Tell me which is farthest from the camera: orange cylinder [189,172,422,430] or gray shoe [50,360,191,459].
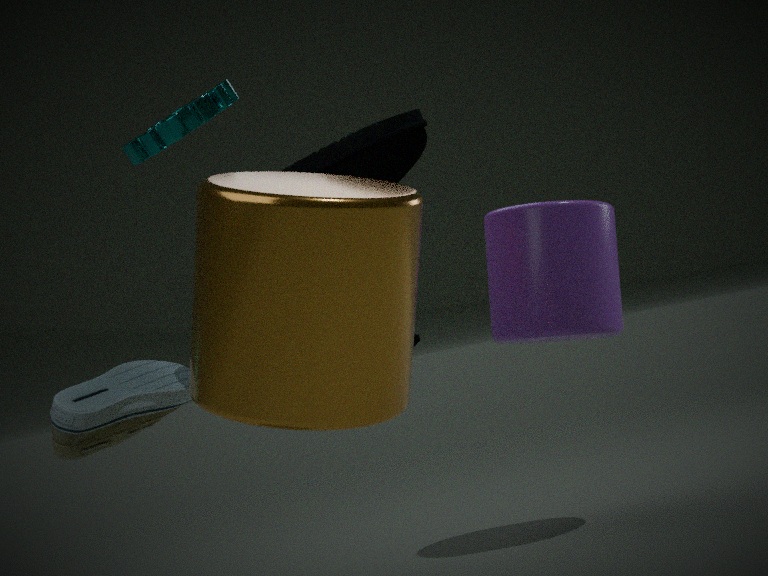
gray shoe [50,360,191,459]
